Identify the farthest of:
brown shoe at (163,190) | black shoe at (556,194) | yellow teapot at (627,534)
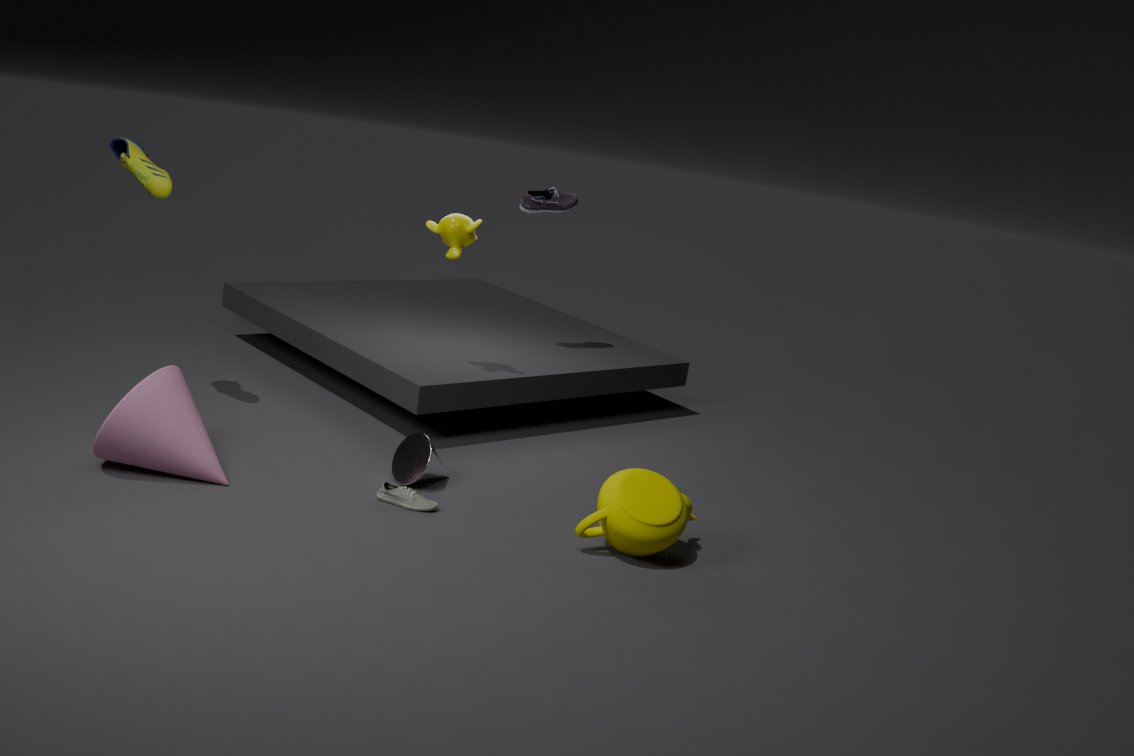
black shoe at (556,194)
